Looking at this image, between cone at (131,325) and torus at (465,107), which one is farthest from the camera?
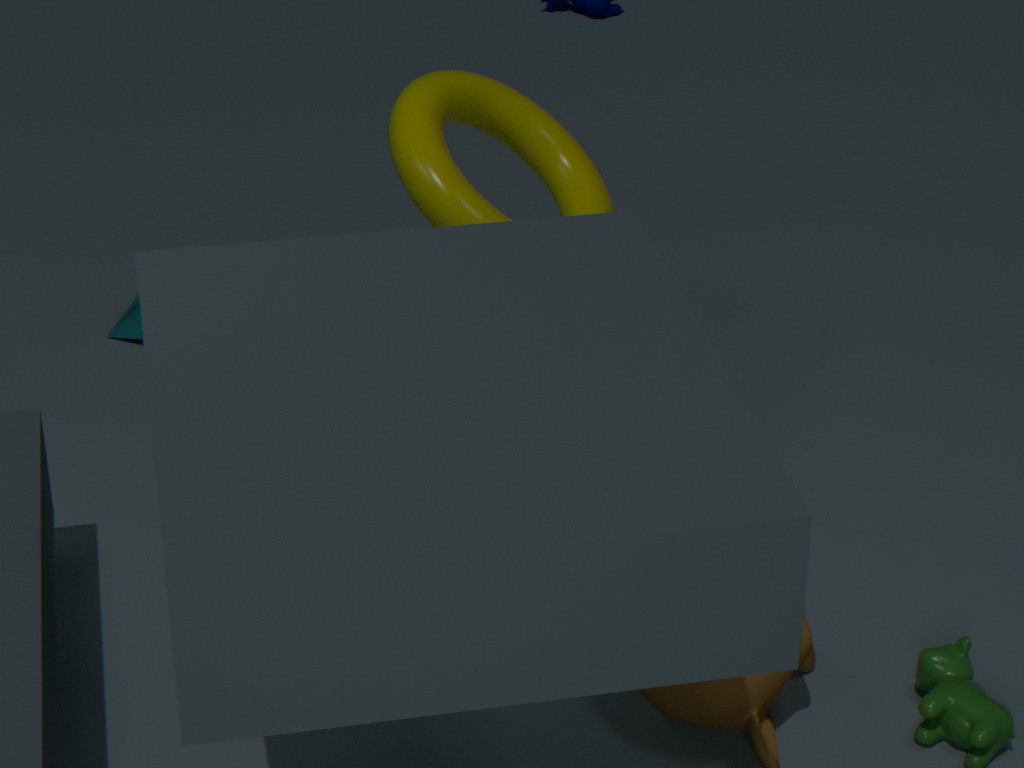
cone at (131,325)
